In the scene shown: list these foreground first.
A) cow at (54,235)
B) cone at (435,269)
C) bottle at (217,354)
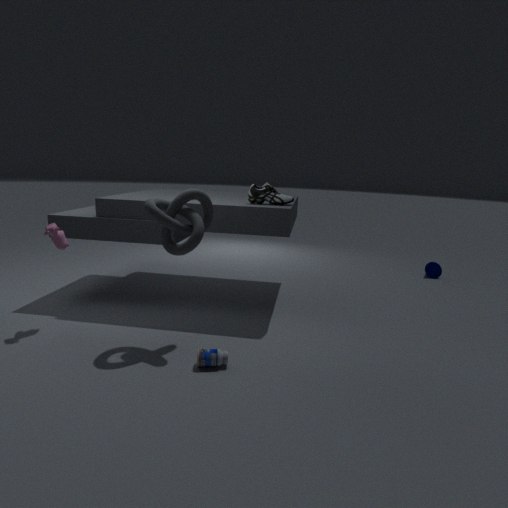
bottle at (217,354) < cow at (54,235) < cone at (435,269)
